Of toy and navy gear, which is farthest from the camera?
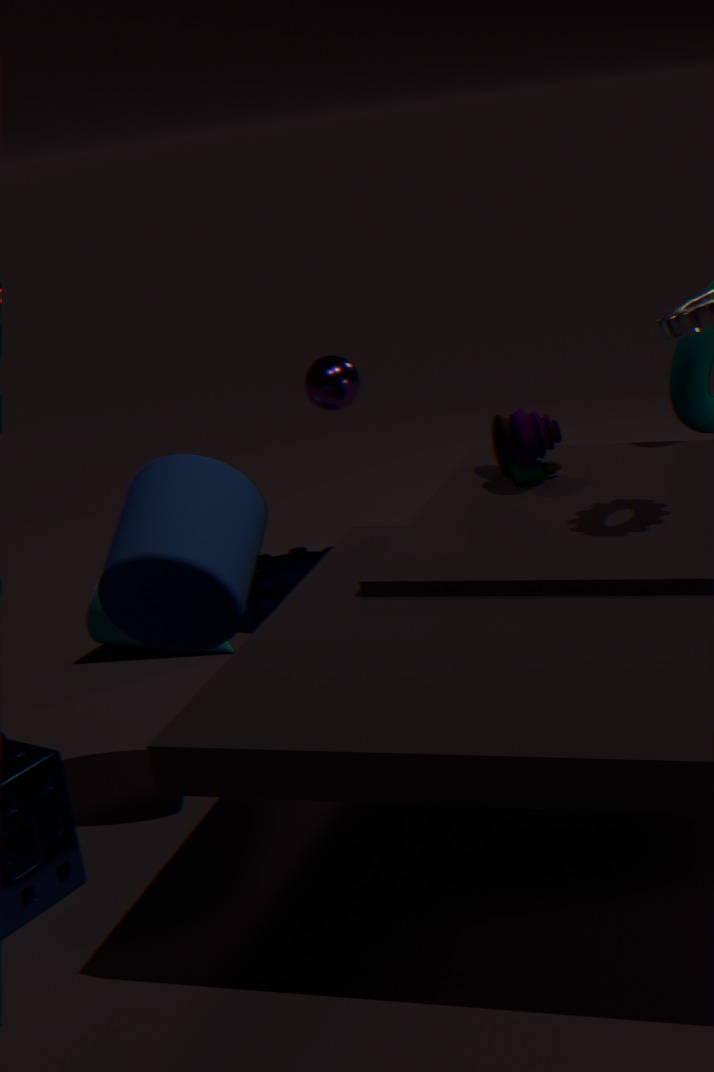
navy gear
